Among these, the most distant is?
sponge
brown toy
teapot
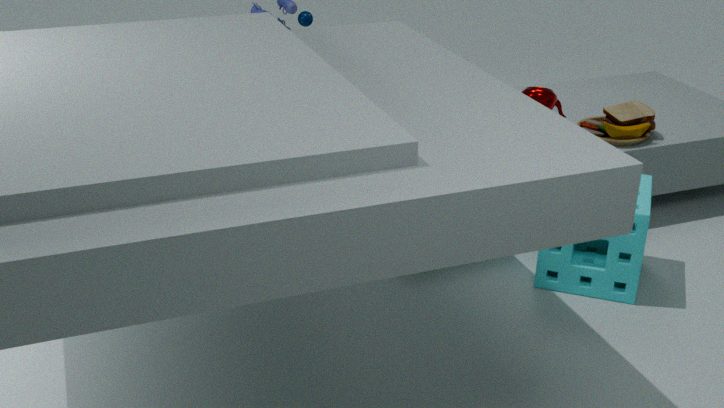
teapot
